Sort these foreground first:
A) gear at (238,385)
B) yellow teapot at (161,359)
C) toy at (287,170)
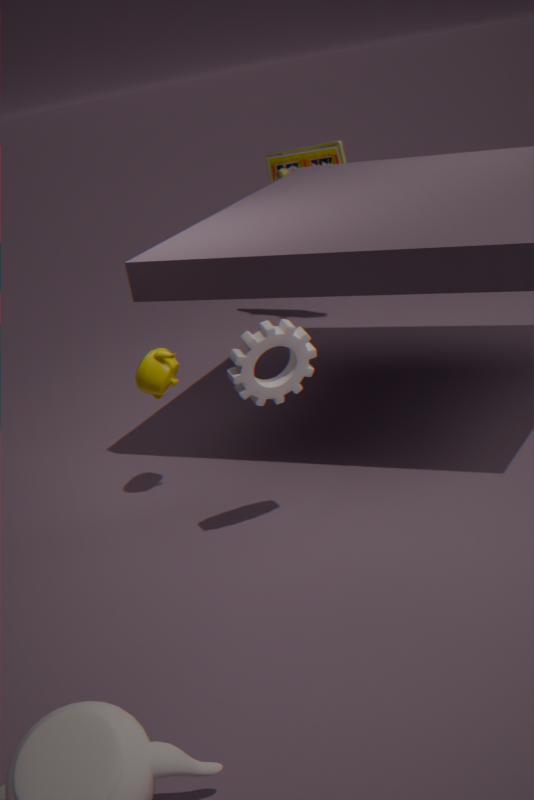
gear at (238,385) < yellow teapot at (161,359) < toy at (287,170)
